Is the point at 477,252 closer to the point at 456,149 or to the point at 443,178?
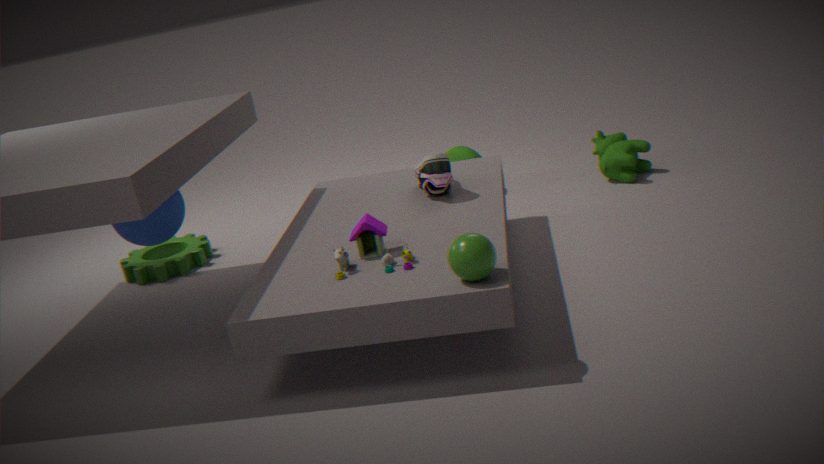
the point at 443,178
